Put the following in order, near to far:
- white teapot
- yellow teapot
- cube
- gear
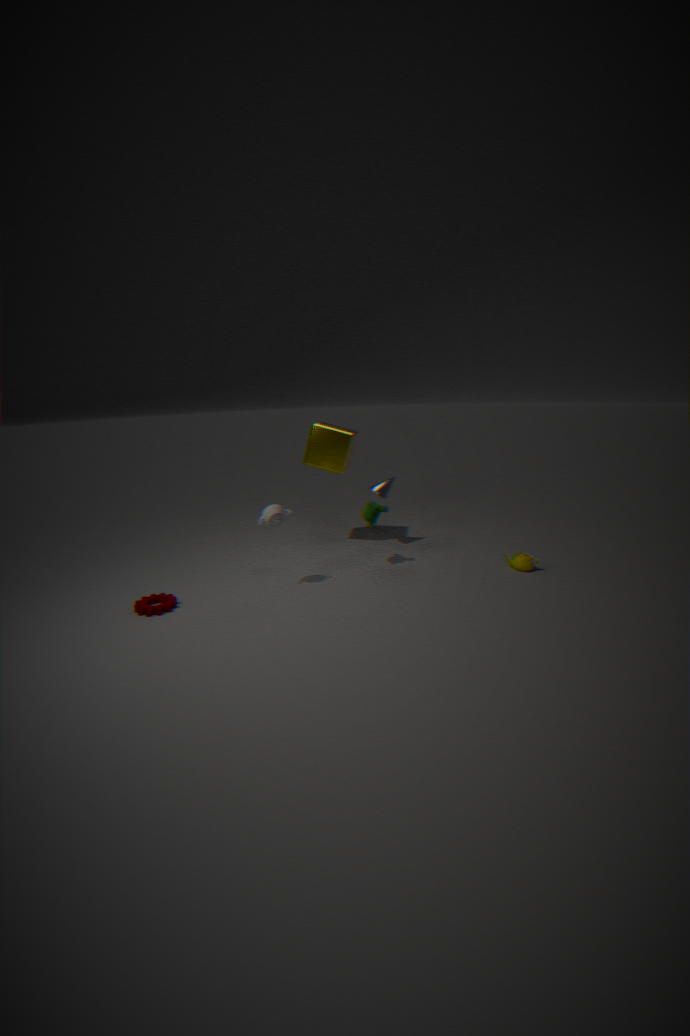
gear < white teapot < yellow teapot < cube
